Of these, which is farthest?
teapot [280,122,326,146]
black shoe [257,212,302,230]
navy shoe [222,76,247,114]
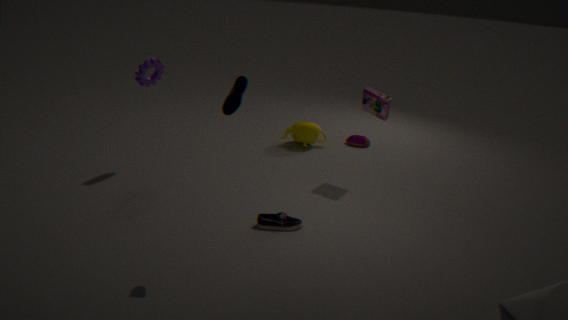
teapot [280,122,326,146]
